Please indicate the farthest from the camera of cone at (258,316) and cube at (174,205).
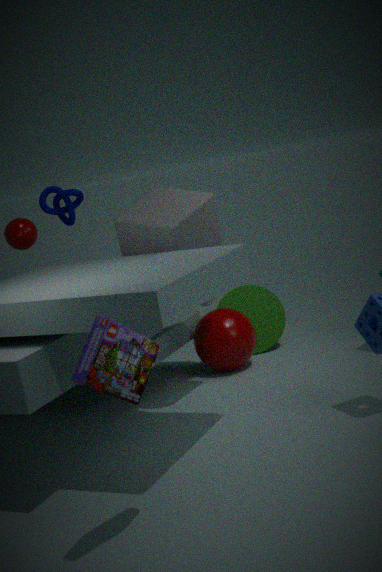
cone at (258,316)
